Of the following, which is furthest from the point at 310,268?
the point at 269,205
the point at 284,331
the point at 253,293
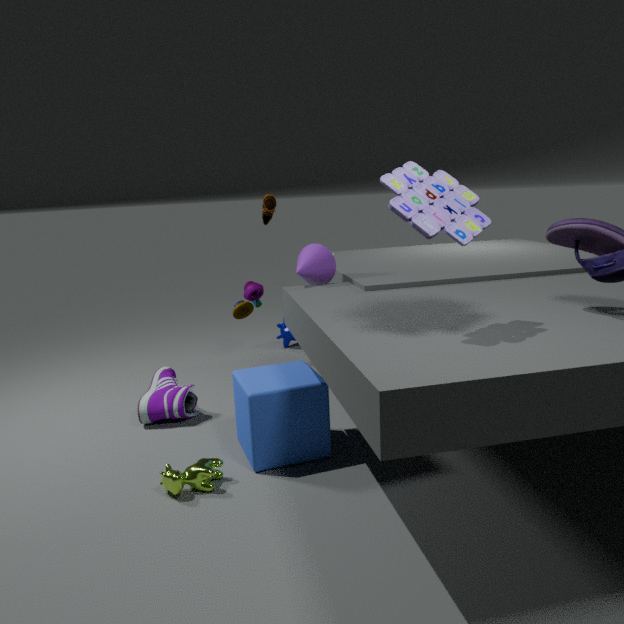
the point at 284,331
